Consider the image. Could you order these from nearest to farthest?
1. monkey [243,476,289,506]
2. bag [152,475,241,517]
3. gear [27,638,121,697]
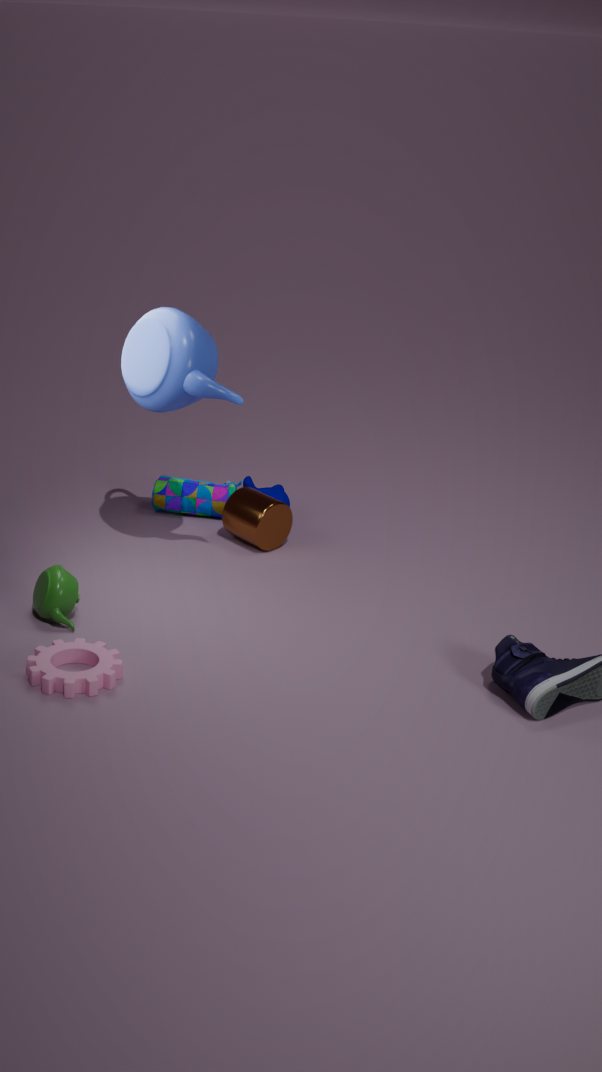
gear [27,638,121,697] < monkey [243,476,289,506] < bag [152,475,241,517]
